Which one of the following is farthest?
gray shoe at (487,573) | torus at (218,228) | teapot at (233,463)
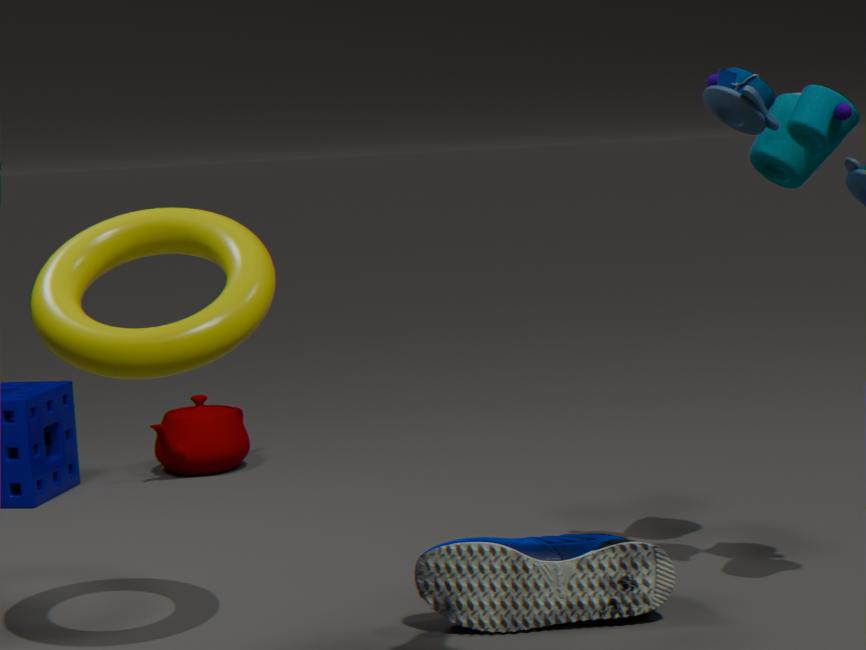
teapot at (233,463)
